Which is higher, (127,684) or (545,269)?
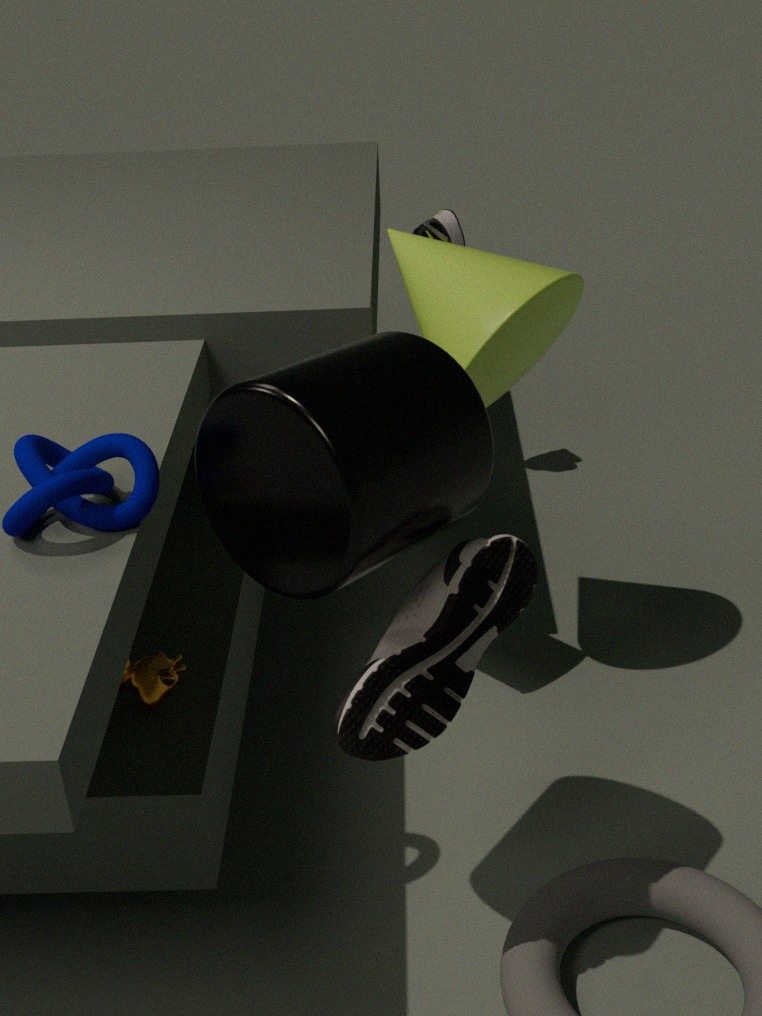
(545,269)
